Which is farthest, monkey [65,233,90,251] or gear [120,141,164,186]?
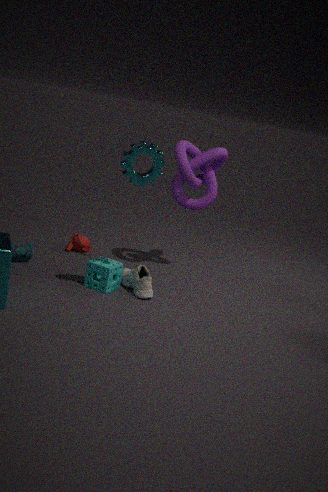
monkey [65,233,90,251]
